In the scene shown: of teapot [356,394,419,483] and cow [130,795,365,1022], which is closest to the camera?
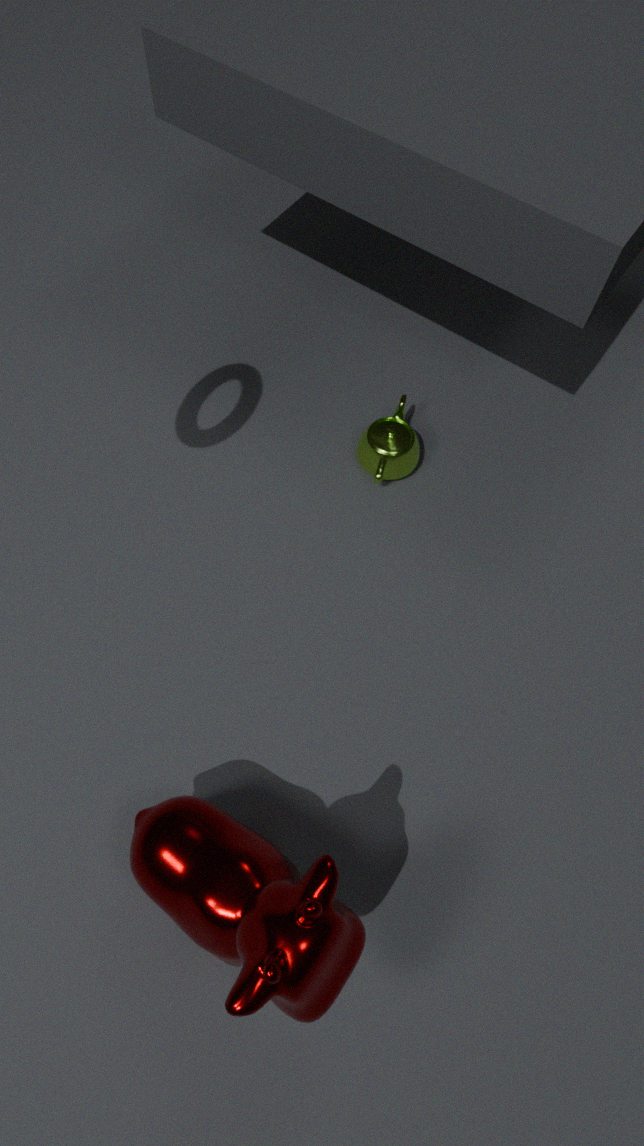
cow [130,795,365,1022]
